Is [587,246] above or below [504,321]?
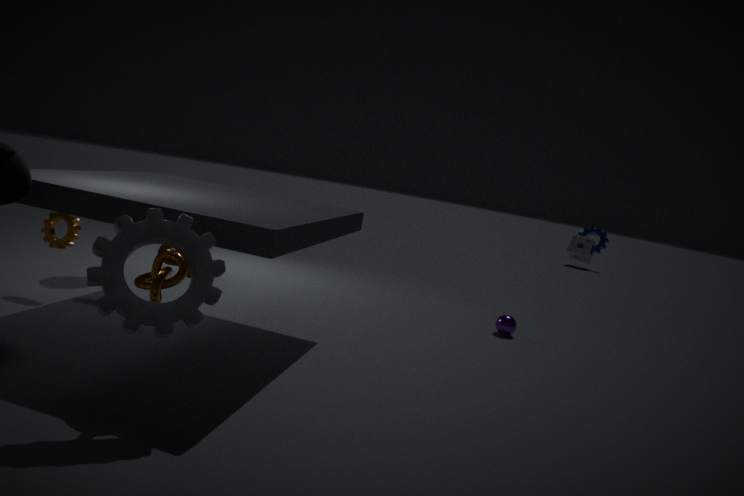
above
